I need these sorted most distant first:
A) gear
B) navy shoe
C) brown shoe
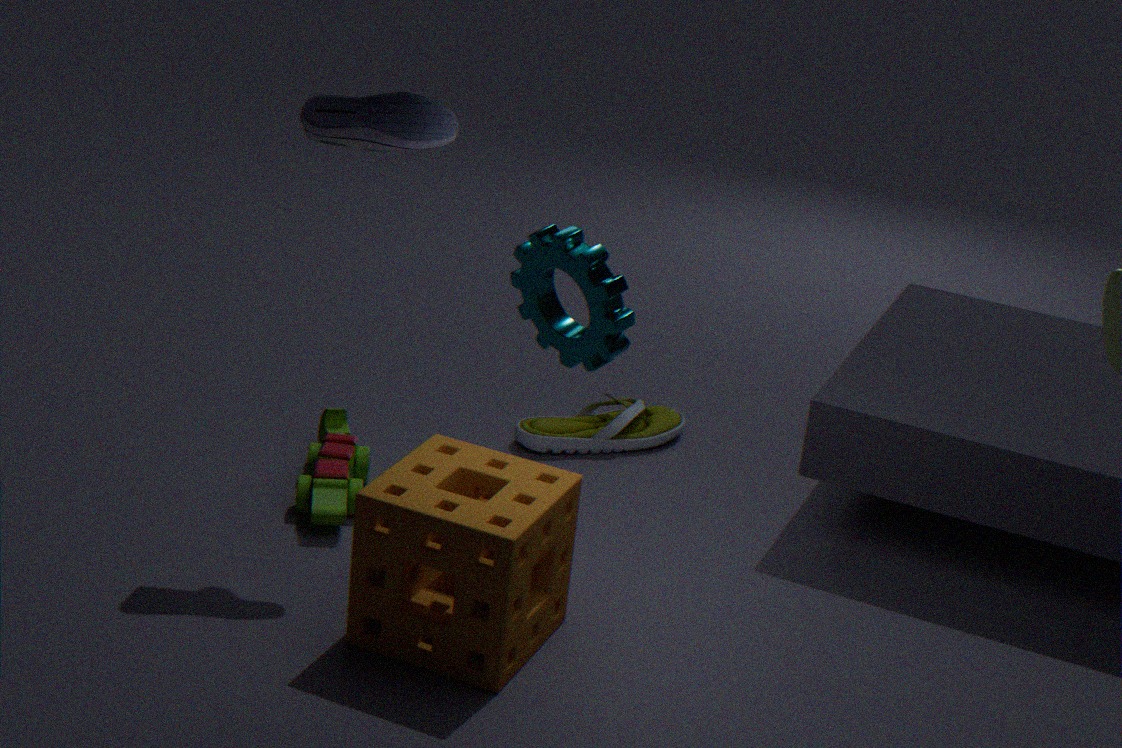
brown shoe
navy shoe
gear
